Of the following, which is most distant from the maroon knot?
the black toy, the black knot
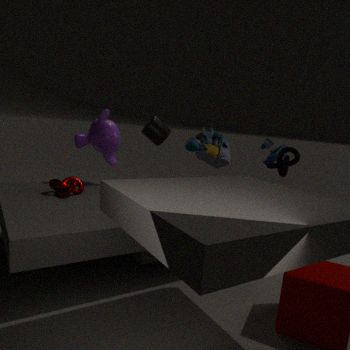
the black knot
